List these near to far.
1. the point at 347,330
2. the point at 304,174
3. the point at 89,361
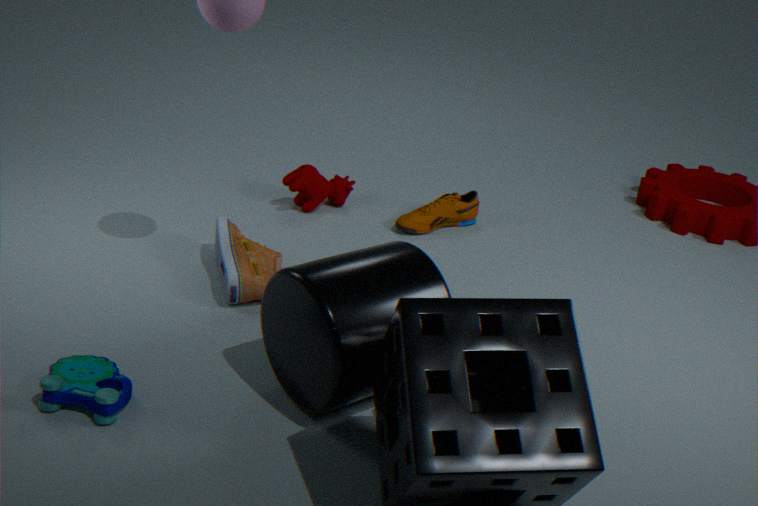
the point at 347,330 < the point at 89,361 < the point at 304,174
